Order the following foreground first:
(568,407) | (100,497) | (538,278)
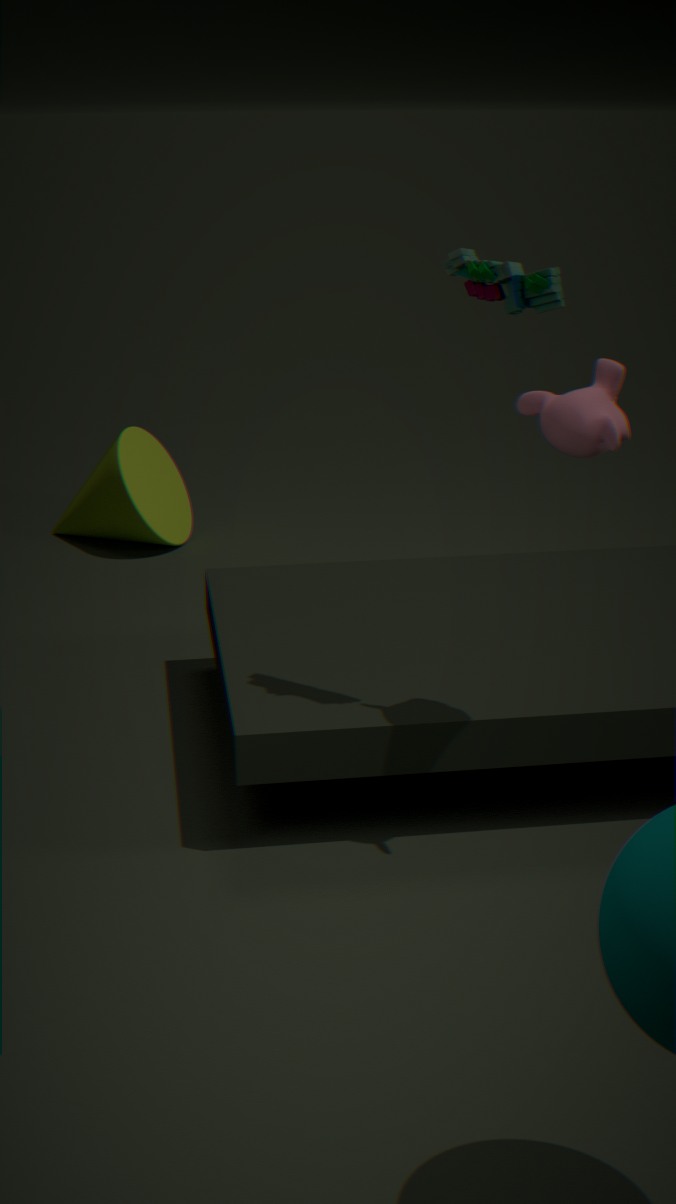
(538,278)
(568,407)
(100,497)
